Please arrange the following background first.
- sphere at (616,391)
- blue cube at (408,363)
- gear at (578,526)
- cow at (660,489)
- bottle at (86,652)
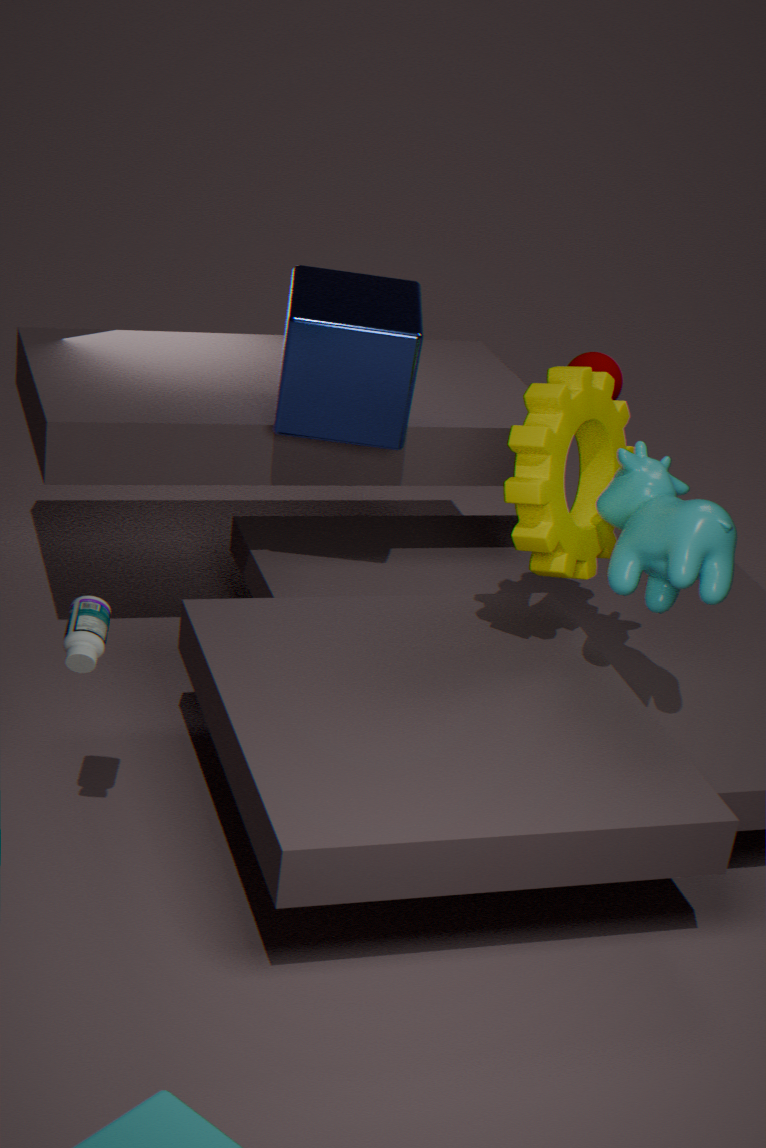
1. sphere at (616,391)
2. blue cube at (408,363)
3. gear at (578,526)
4. cow at (660,489)
5. bottle at (86,652)
